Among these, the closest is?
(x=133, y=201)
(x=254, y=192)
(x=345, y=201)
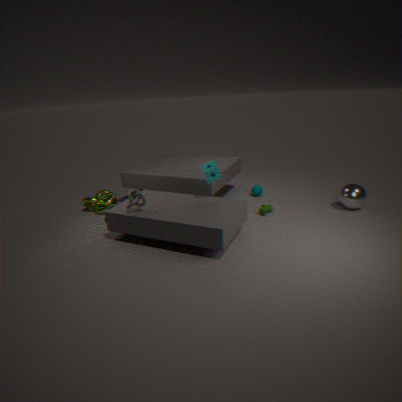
(x=133, y=201)
